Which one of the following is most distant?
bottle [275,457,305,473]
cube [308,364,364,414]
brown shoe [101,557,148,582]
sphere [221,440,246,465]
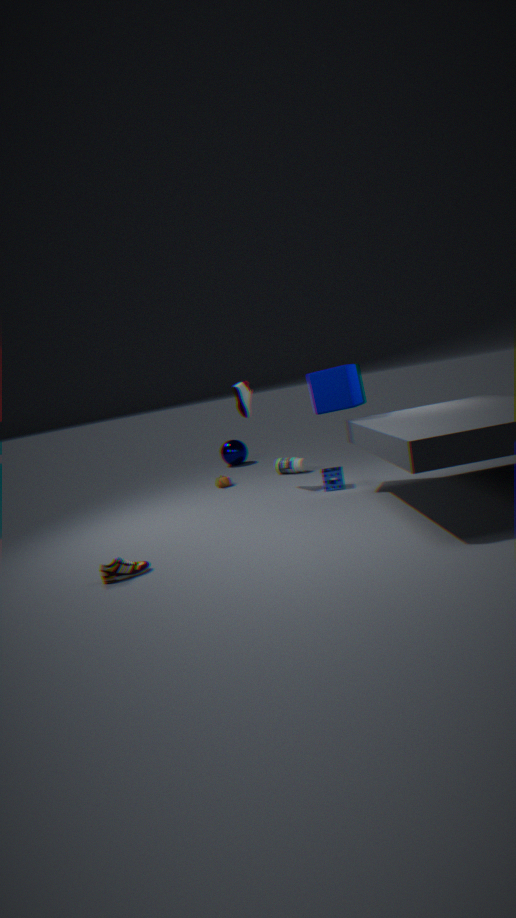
sphere [221,440,246,465]
